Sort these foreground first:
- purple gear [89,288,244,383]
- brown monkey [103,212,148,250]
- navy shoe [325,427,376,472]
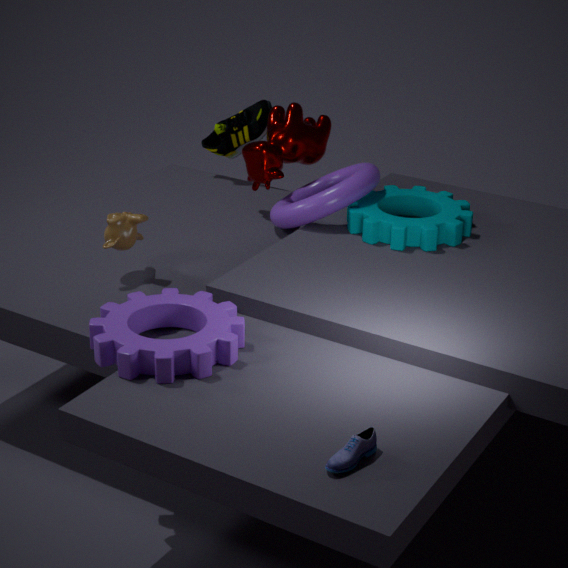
1. navy shoe [325,427,376,472]
2. purple gear [89,288,244,383]
3. brown monkey [103,212,148,250]
